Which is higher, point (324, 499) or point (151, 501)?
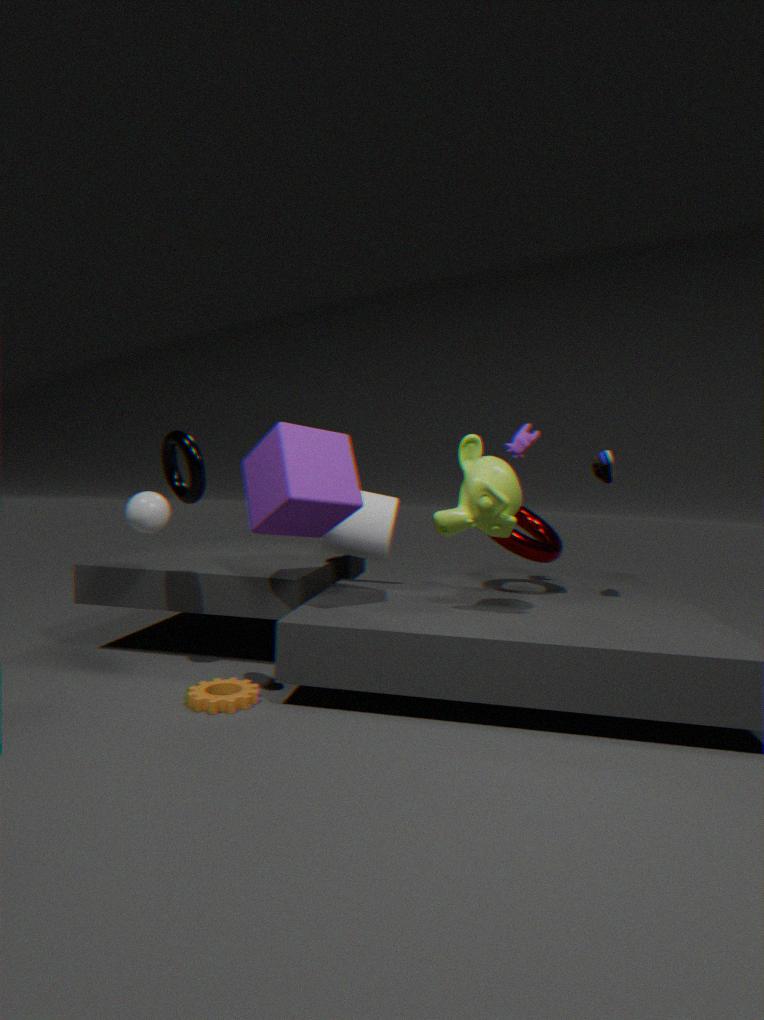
point (324, 499)
